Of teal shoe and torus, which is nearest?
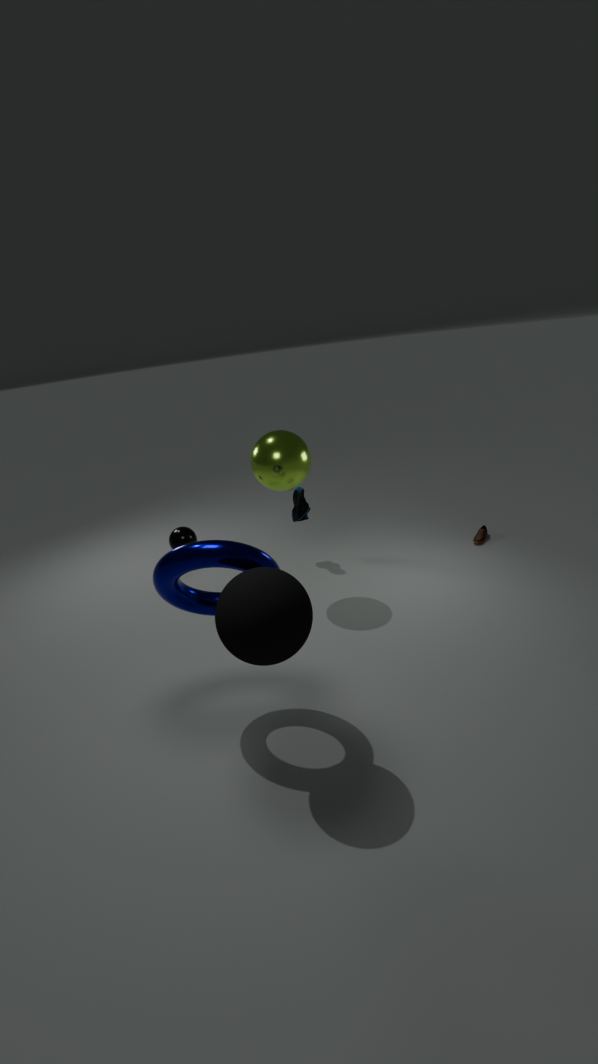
torus
